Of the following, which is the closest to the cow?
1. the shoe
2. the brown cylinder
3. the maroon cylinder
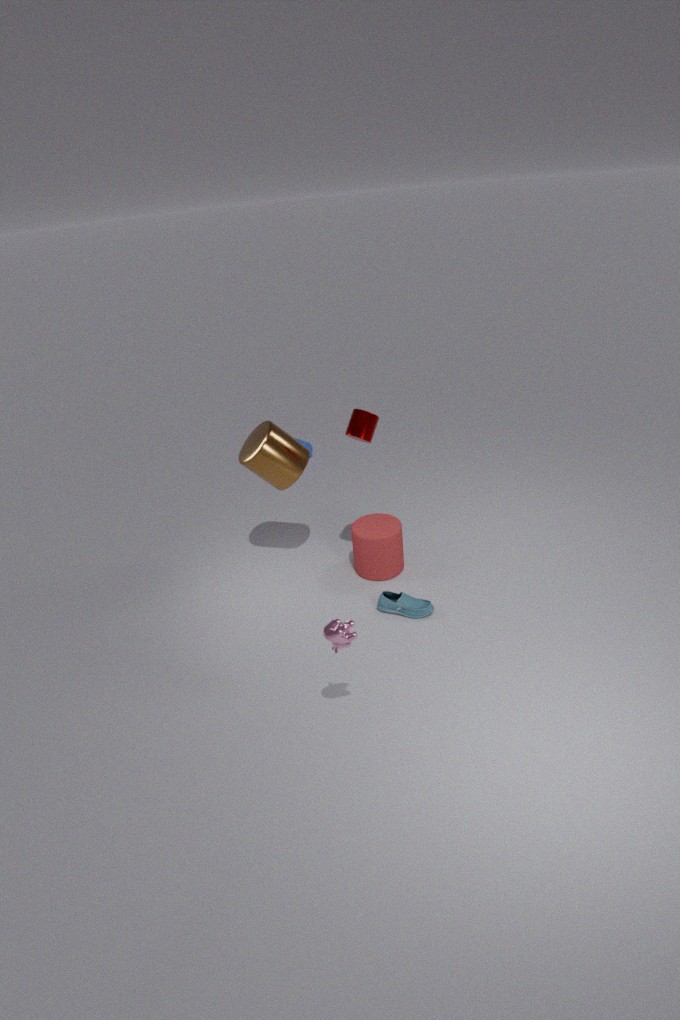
the shoe
